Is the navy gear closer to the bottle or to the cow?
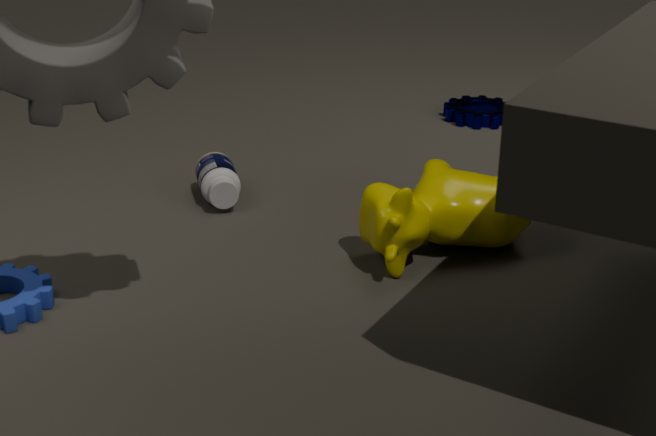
the cow
